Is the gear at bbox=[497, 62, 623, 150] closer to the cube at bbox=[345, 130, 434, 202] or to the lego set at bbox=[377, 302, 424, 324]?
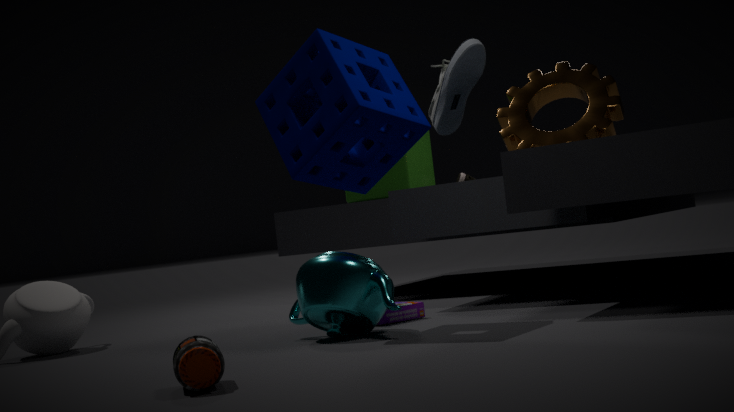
the cube at bbox=[345, 130, 434, 202]
